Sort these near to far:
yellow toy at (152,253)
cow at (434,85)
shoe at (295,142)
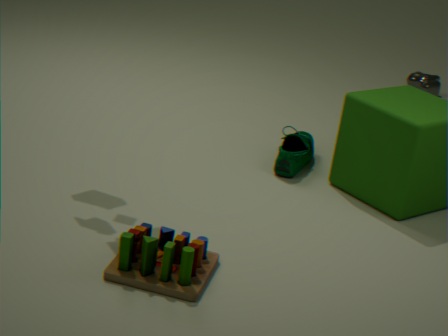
1. yellow toy at (152,253)
2. shoe at (295,142)
3. cow at (434,85)
